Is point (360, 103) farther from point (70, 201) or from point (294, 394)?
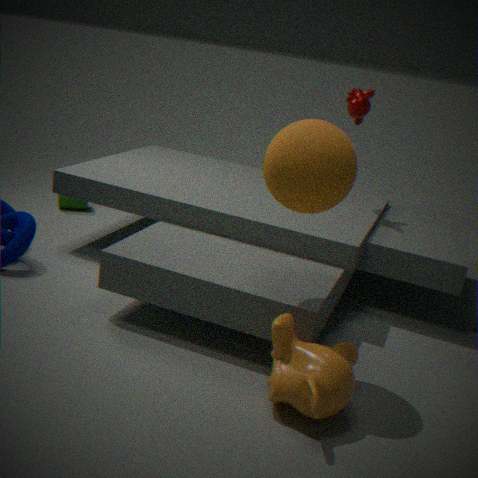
point (70, 201)
